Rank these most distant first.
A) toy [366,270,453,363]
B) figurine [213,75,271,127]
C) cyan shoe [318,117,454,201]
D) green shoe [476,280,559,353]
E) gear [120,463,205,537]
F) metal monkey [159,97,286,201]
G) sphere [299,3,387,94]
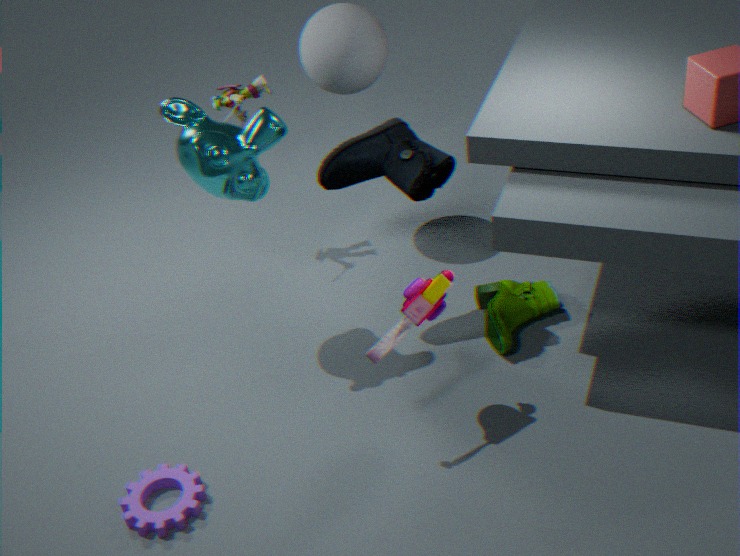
figurine [213,75,271,127]
sphere [299,3,387,94]
green shoe [476,280,559,353]
cyan shoe [318,117,454,201]
metal monkey [159,97,286,201]
gear [120,463,205,537]
toy [366,270,453,363]
